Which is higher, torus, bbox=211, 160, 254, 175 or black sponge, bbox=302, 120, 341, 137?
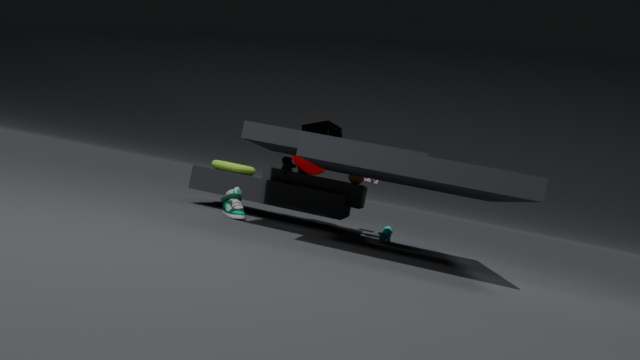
black sponge, bbox=302, 120, 341, 137
